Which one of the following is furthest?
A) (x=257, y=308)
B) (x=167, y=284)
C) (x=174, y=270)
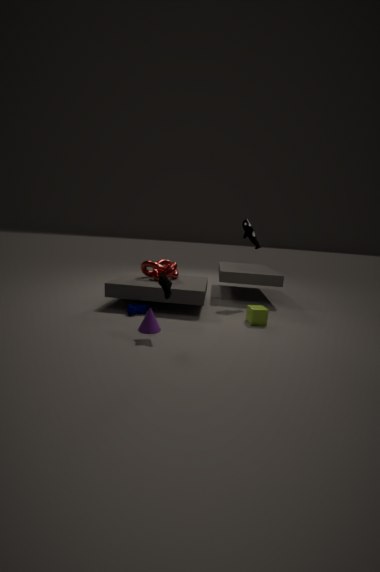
(x=174, y=270)
